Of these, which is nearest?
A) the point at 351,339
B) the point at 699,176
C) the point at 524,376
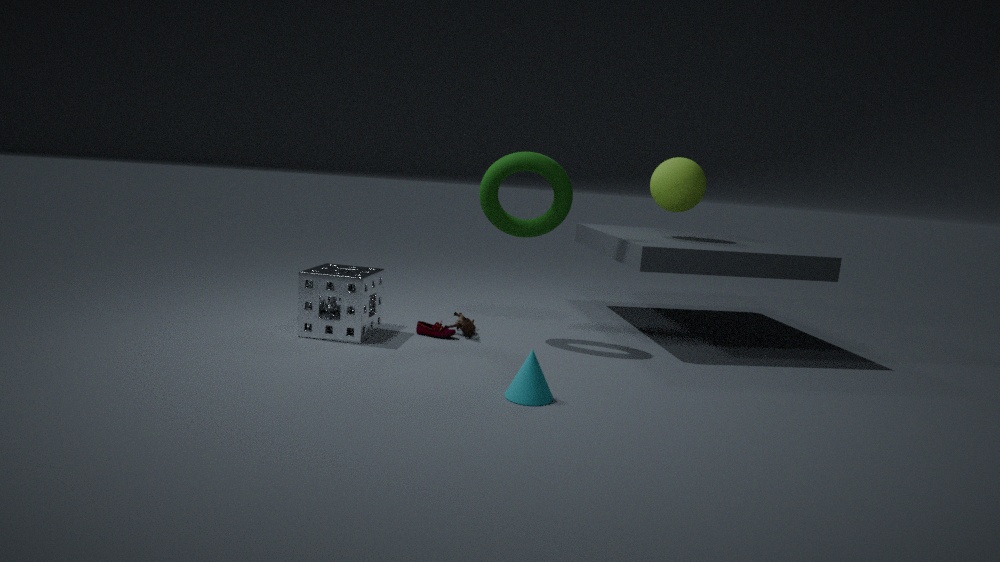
the point at 524,376
